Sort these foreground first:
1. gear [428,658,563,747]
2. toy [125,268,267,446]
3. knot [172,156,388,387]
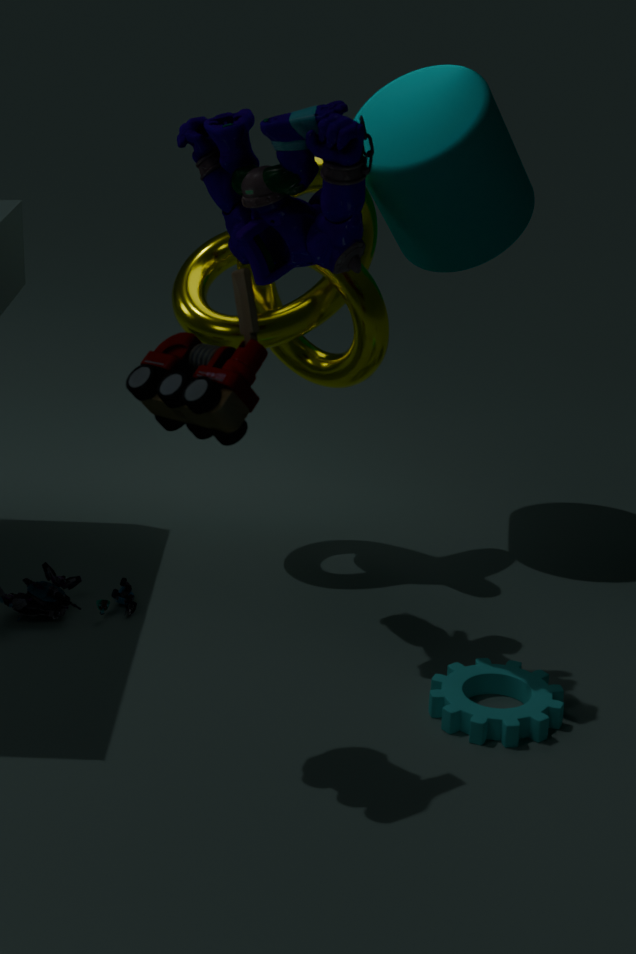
toy [125,268,267,446] → gear [428,658,563,747] → knot [172,156,388,387]
